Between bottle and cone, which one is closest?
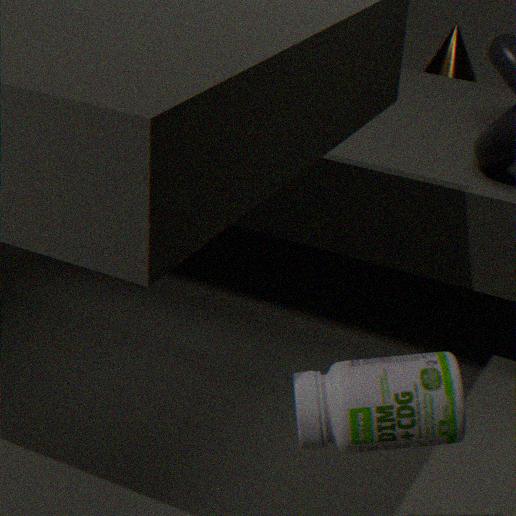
bottle
